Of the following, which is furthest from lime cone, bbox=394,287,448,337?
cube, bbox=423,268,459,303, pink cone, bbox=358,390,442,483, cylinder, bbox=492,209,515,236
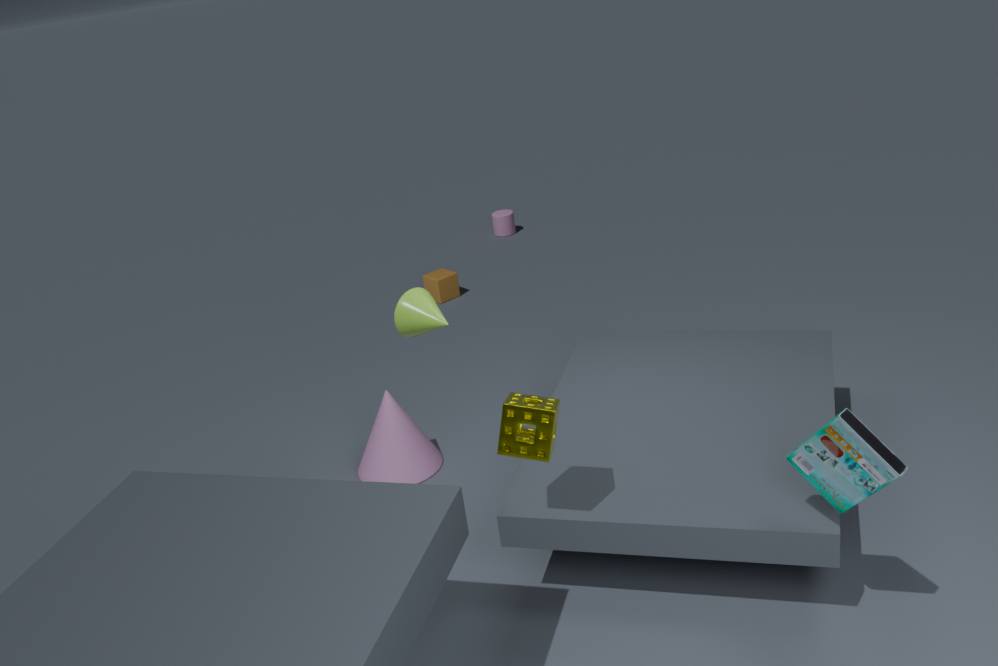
cylinder, bbox=492,209,515,236
